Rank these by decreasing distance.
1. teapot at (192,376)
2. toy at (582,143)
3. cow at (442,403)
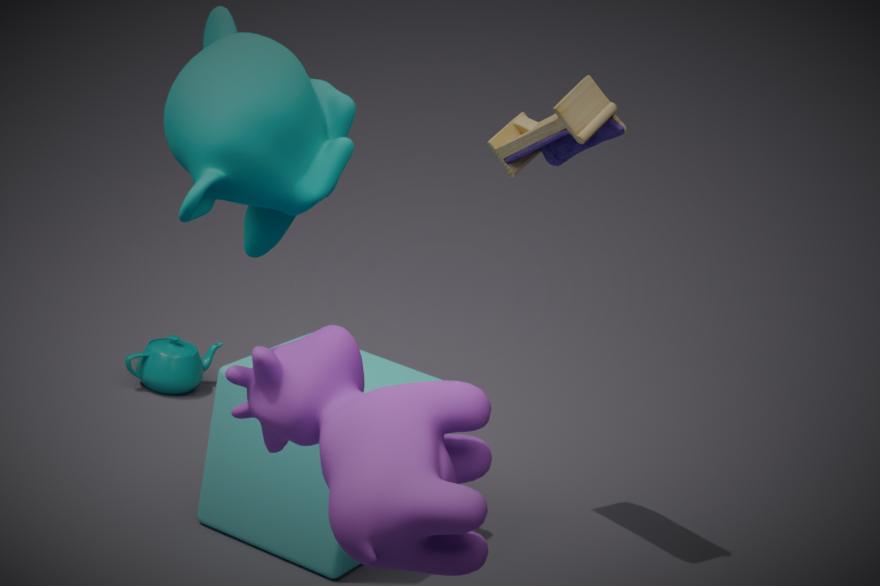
teapot at (192,376) < toy at (582,143) < cow at (442,403)
